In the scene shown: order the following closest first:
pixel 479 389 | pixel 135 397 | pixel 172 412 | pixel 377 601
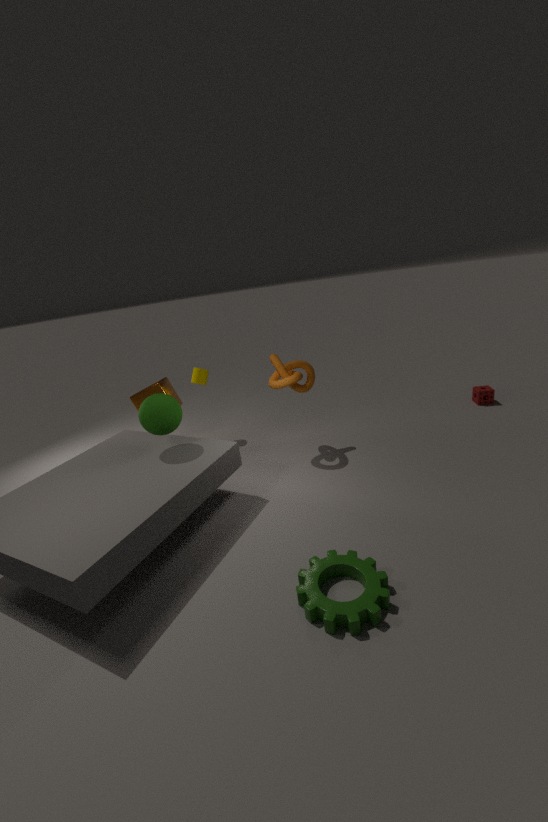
pixel 377 601
pixel 172 412
pixel 135 397
pixel 479 389
